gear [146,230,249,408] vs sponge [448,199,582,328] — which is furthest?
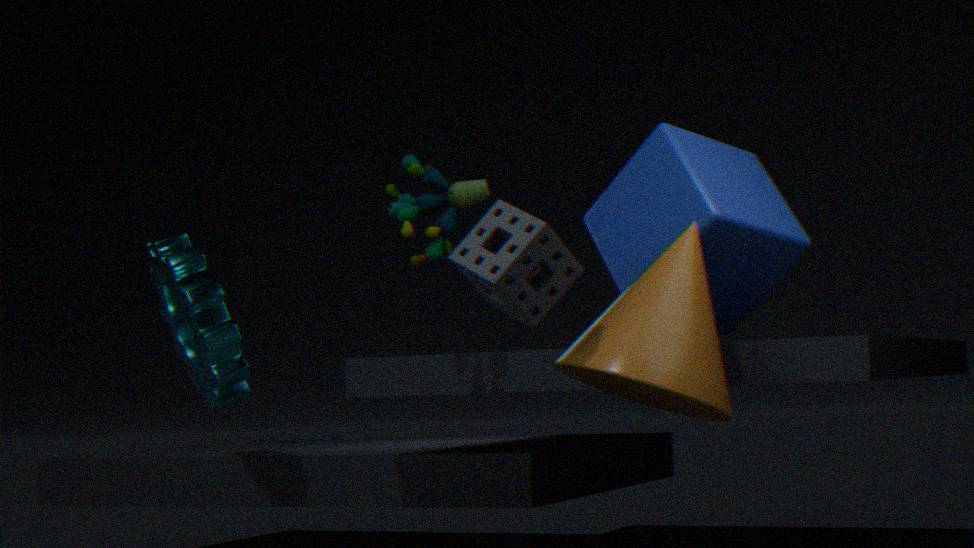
gear [146,230,249,408]
